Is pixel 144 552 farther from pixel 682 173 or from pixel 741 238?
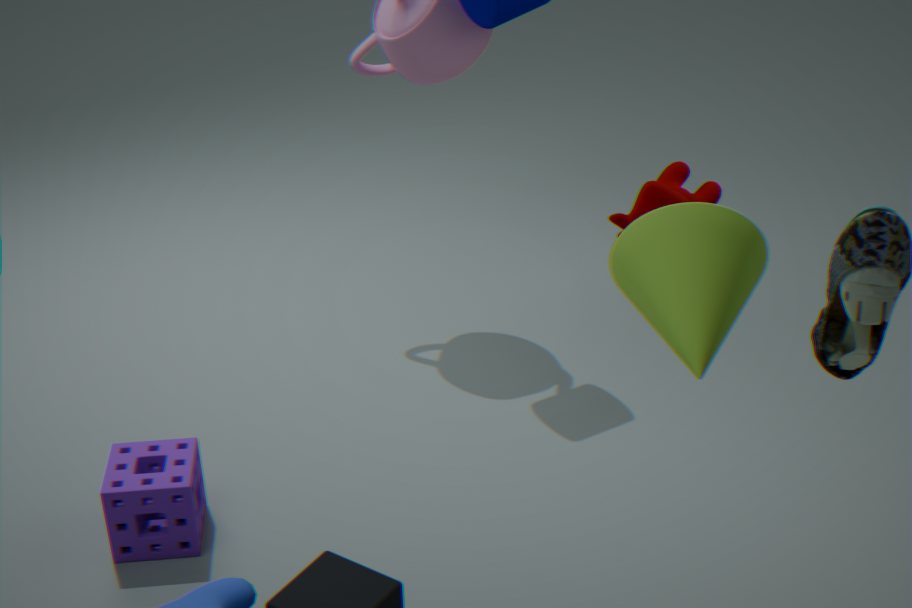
pixel 741 238
